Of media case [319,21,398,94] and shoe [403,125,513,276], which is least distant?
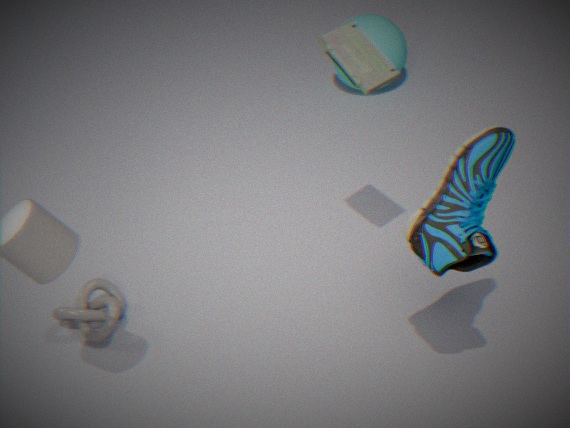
shoe [403,125,513,276]
